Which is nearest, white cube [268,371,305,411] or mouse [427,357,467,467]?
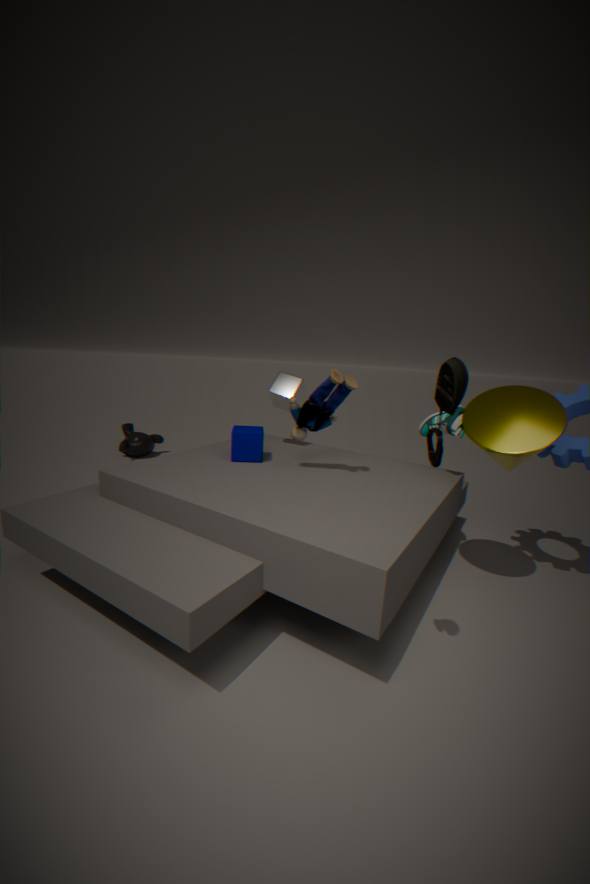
mouse [427,357,467,467]
